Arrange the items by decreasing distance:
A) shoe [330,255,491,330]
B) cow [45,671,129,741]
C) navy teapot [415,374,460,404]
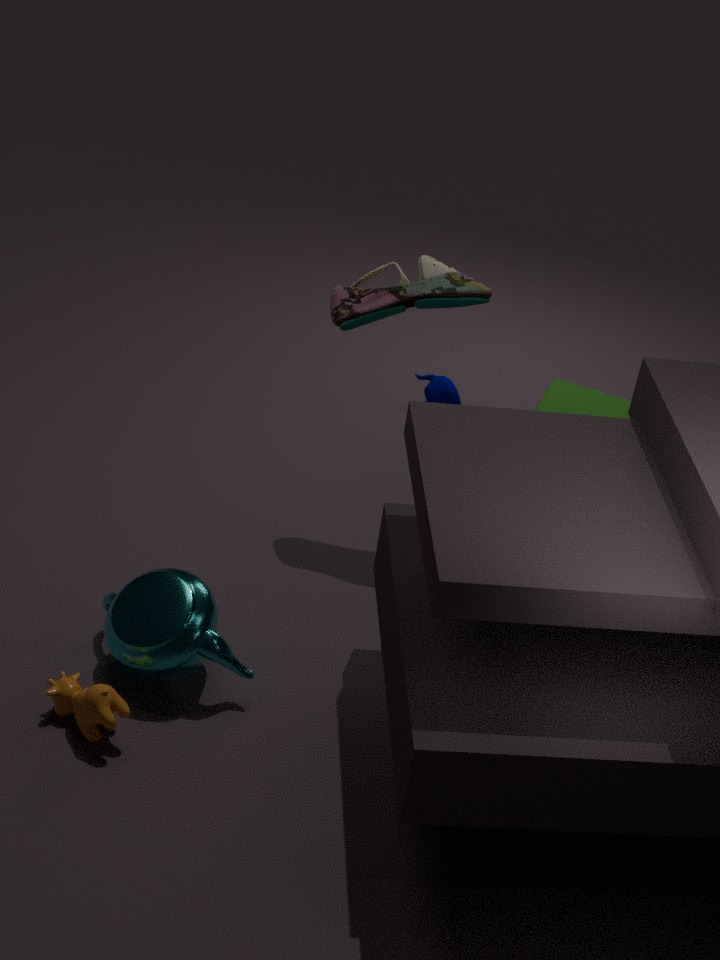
1. navy teapot [415,374,460,404]
2. shoe [330,255,491,330]
3. cow [45,671,129,741]
